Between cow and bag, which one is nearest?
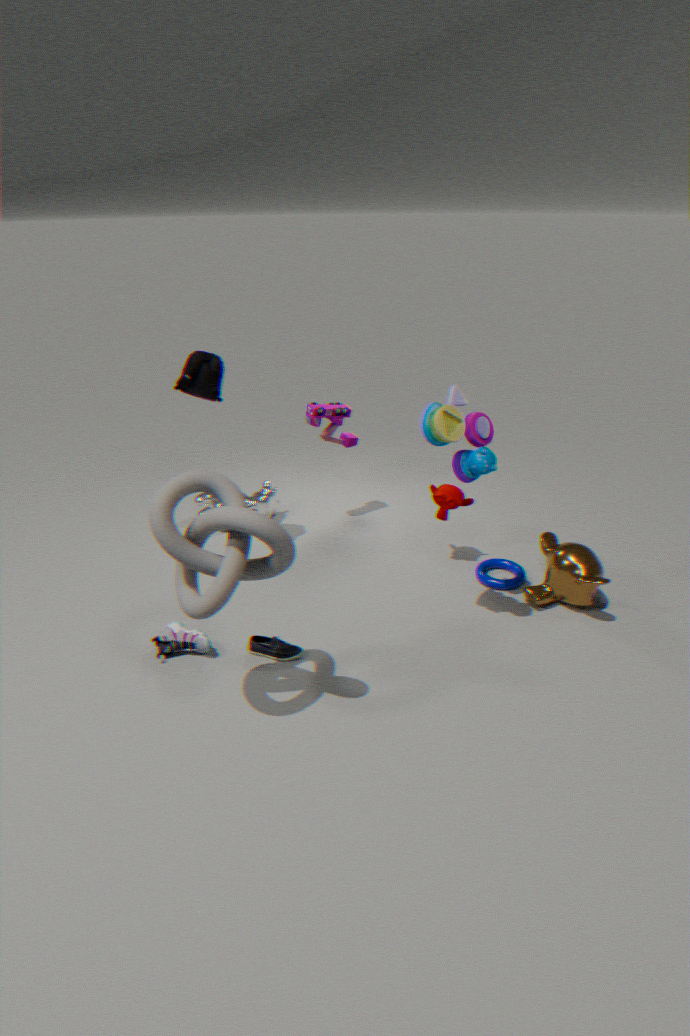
bag
